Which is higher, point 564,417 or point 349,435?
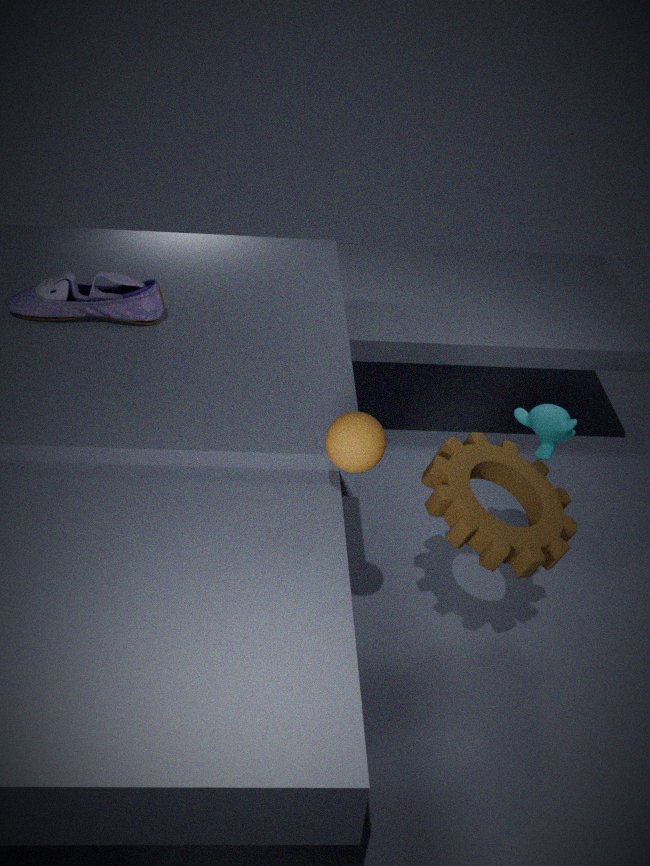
point 349,435
